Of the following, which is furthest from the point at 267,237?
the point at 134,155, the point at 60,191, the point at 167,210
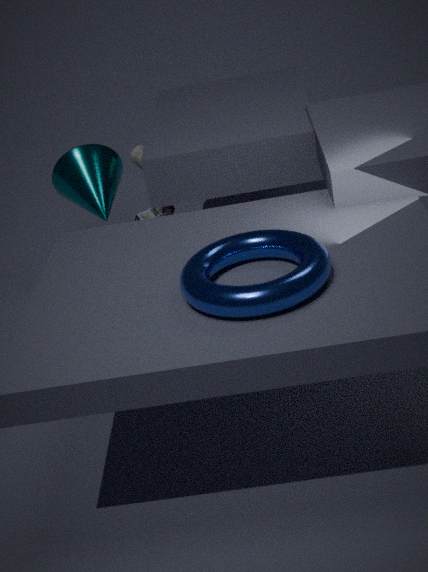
the point at 134,155
